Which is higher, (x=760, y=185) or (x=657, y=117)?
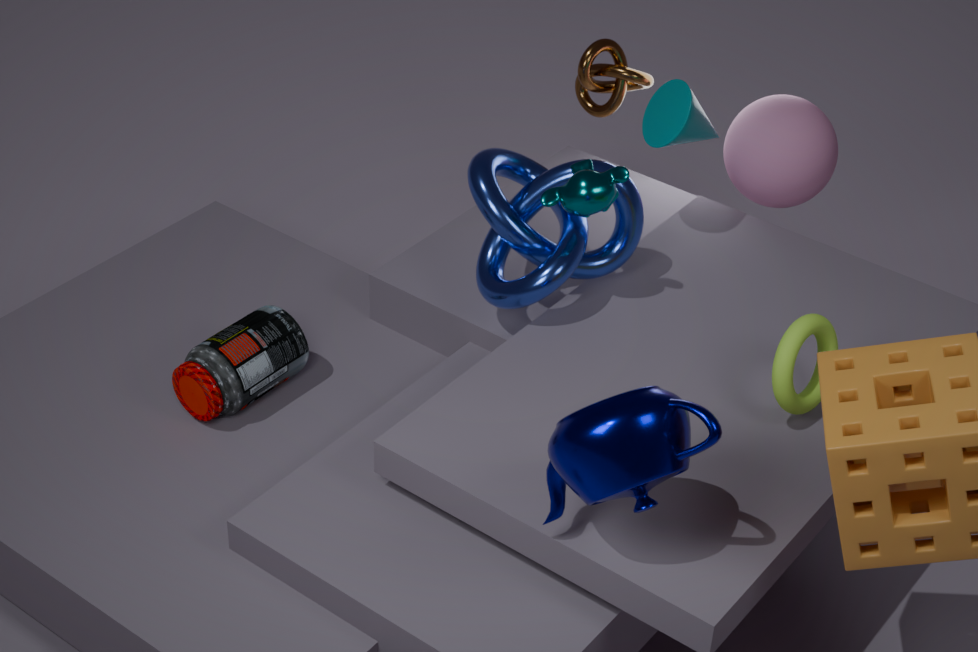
(x=657, y=117)
